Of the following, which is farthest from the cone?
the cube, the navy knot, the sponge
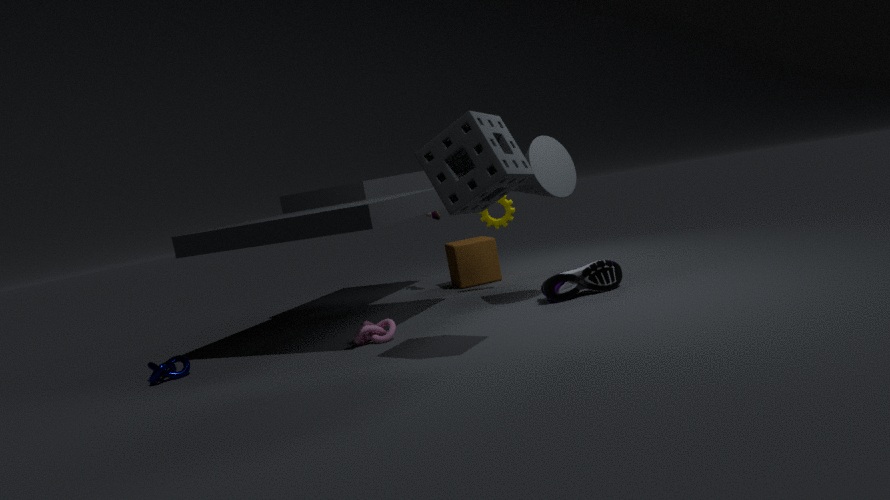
the navy knot
